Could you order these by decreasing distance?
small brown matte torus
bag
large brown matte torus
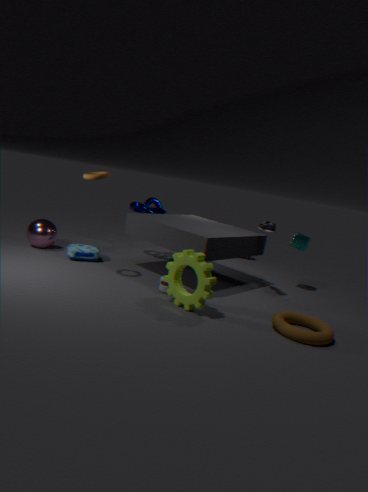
1. bag
2. small brown matte torus
3. large brown matte torus
